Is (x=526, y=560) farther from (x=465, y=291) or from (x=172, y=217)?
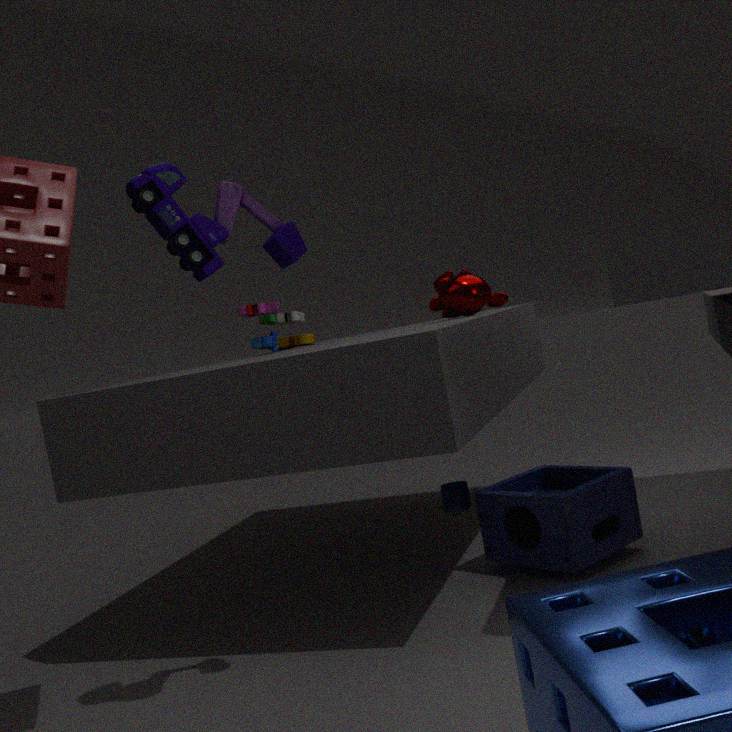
(x=172, y=217)
